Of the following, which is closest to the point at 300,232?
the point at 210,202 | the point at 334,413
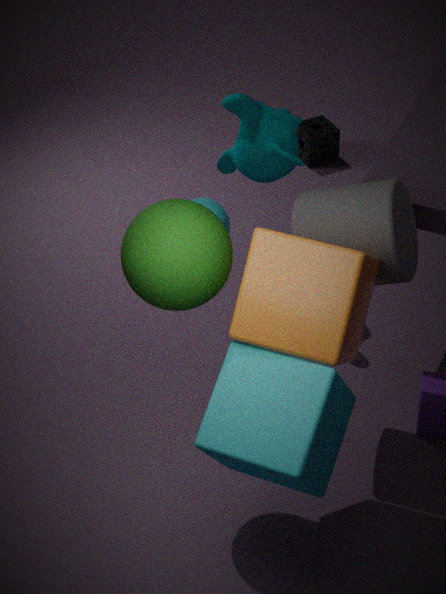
the point at 210,202
